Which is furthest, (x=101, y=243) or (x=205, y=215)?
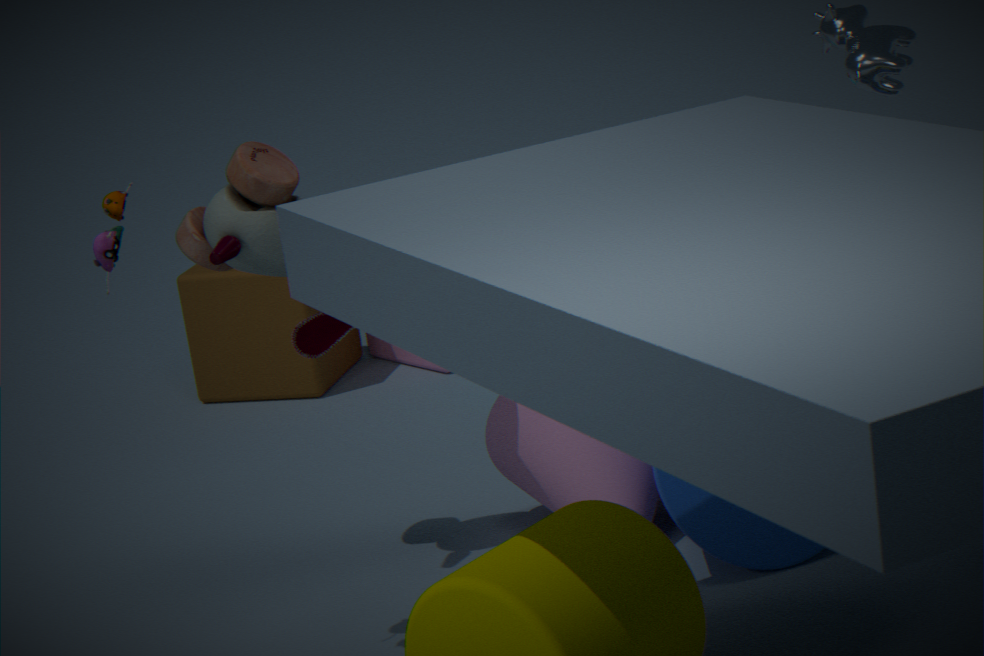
(x=205, y=215)
